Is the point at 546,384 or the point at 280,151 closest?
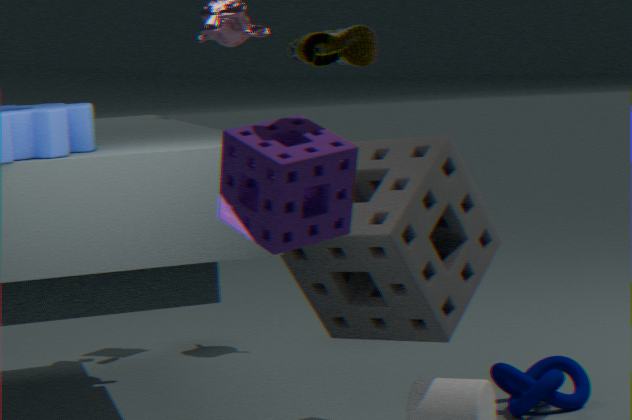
the point at 280,151
